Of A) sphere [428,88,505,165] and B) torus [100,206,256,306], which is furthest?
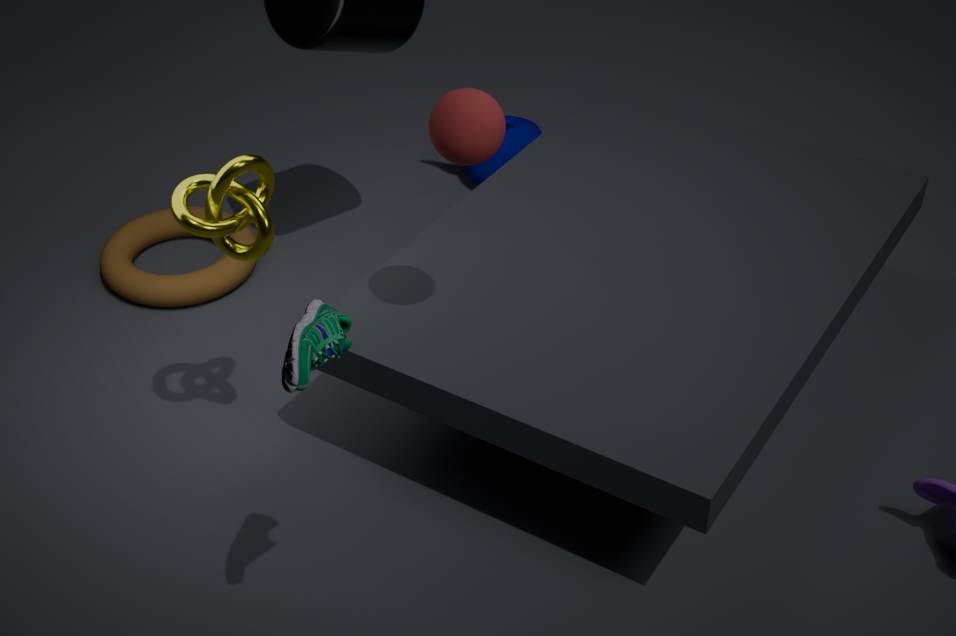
B. torus [100,206,256,306]
